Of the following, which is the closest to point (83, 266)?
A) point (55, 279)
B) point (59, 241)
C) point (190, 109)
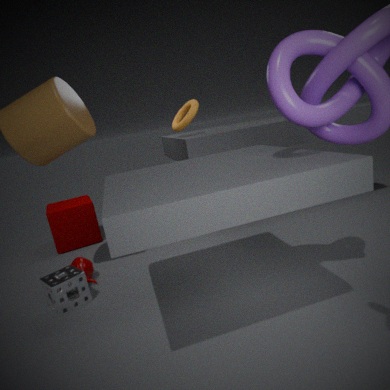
point (55, 279)
